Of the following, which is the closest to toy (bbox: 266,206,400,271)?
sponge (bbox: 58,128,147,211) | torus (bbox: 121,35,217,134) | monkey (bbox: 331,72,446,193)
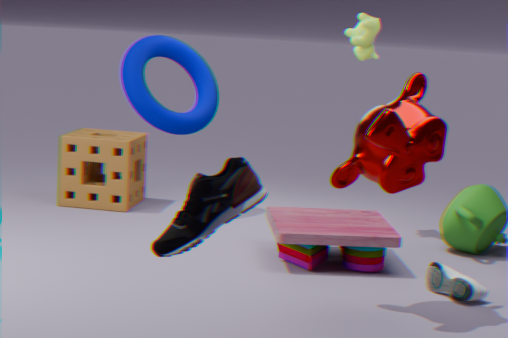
monkey (bbox: 331,72,446,193)
